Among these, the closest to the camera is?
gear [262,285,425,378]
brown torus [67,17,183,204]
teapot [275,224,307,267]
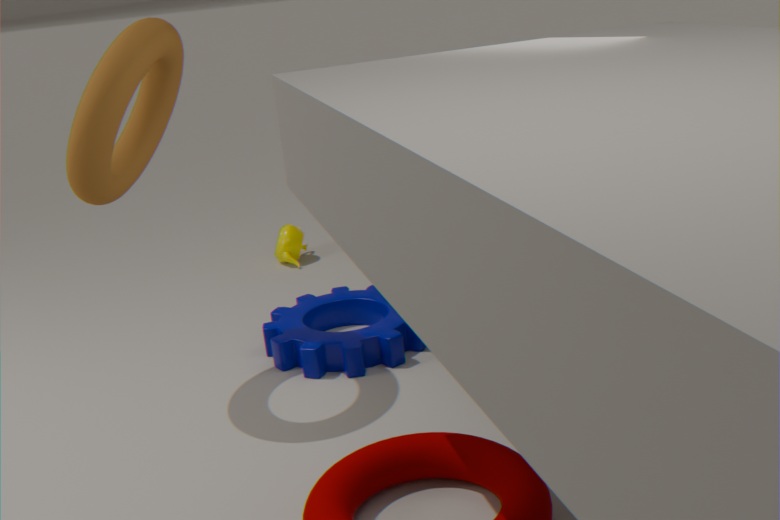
brown torus [67,17,183,204]
